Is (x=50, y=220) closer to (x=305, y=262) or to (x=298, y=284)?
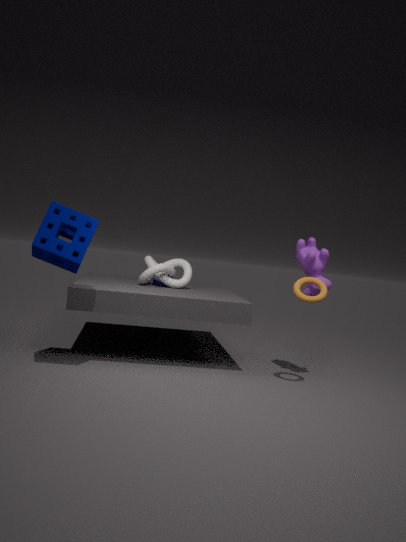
(x=298, y=284)
